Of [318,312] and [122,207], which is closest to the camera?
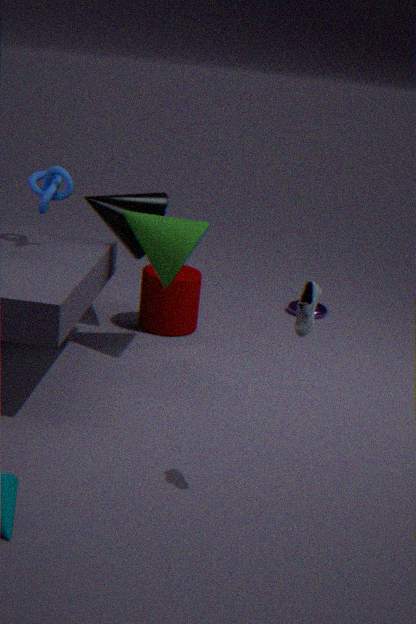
[122,207]
